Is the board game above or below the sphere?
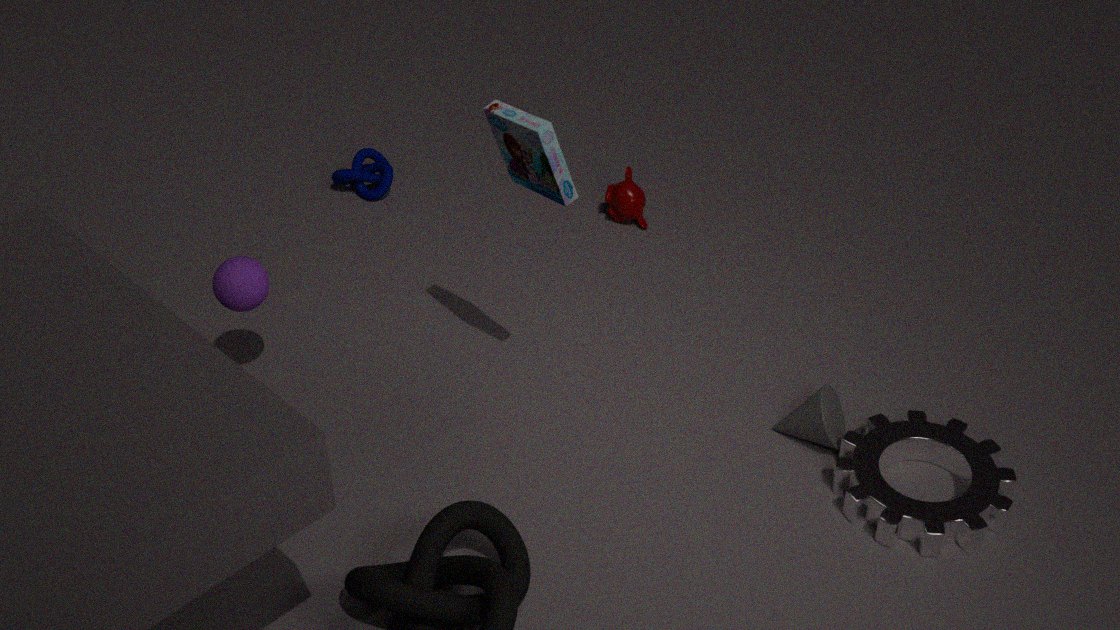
above
